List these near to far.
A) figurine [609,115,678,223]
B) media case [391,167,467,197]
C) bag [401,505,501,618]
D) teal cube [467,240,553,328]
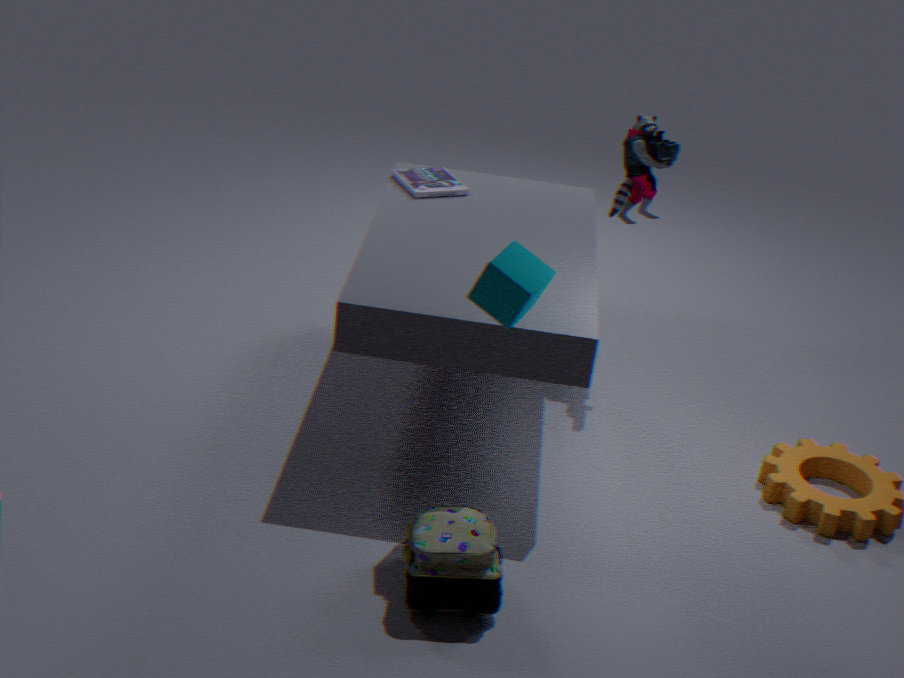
bag [401,505,501,618], teal cube [467,240,553,328], figurine [609,115,678,223], media case [391,167,467,197]
